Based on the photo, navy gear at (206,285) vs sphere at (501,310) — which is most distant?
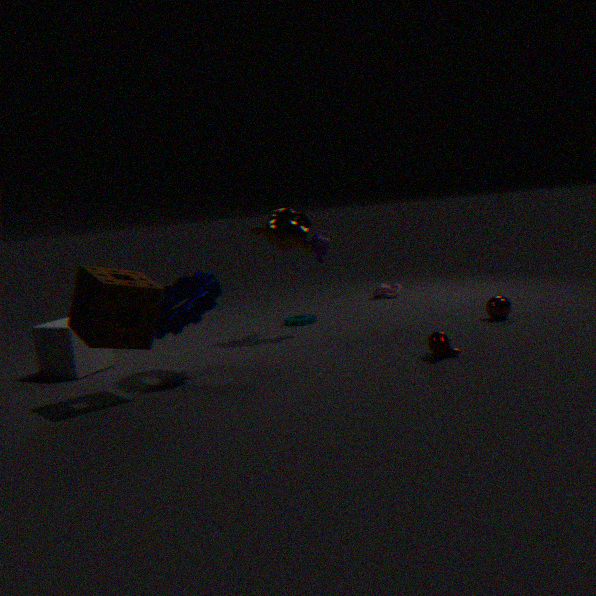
sphere at (501,310)
